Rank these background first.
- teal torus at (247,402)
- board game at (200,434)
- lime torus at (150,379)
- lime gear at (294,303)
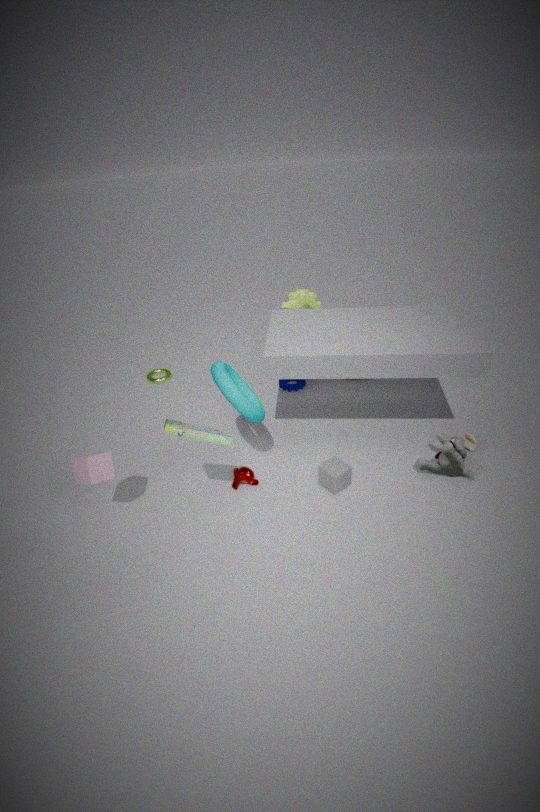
1. lime torus at (150,379)
2. lime gear at (294,303)
3. teal torus at (247,402)
4. board game at (200,434)
